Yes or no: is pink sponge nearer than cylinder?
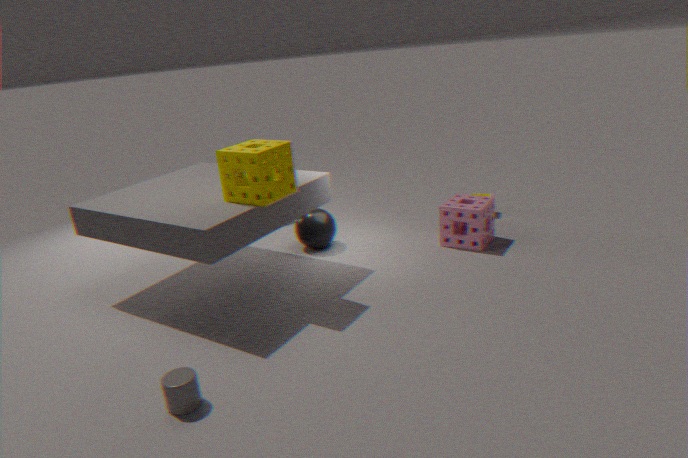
No
